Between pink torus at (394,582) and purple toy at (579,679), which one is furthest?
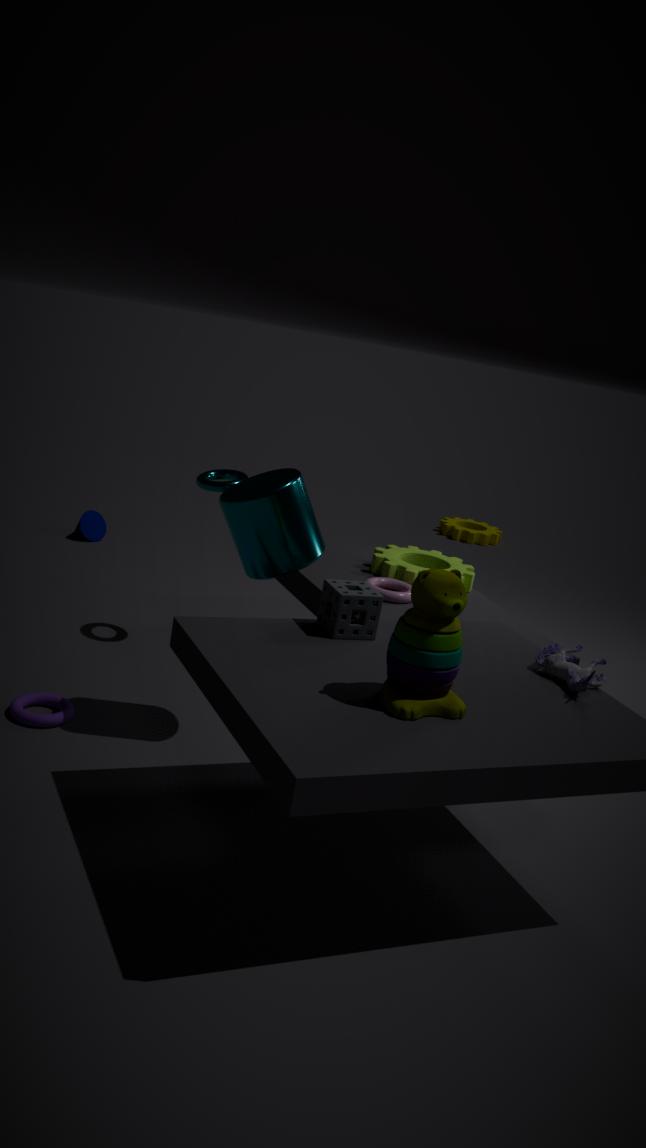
pink torus at (394,582)
